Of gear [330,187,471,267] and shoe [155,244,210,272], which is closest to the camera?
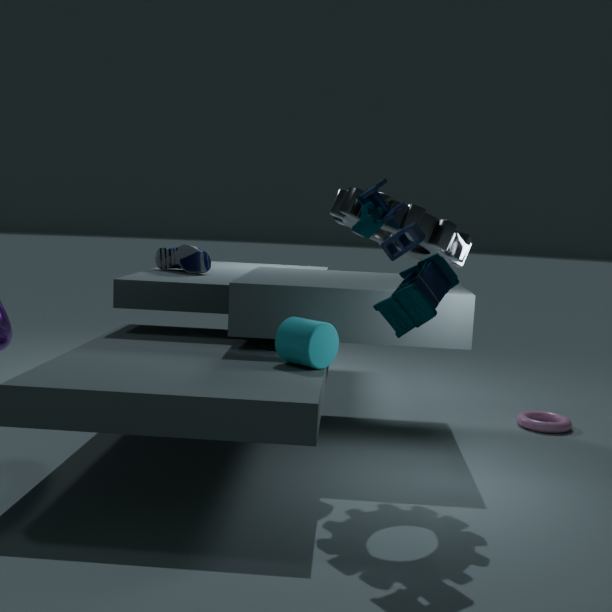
gear [330,187,471,267]
